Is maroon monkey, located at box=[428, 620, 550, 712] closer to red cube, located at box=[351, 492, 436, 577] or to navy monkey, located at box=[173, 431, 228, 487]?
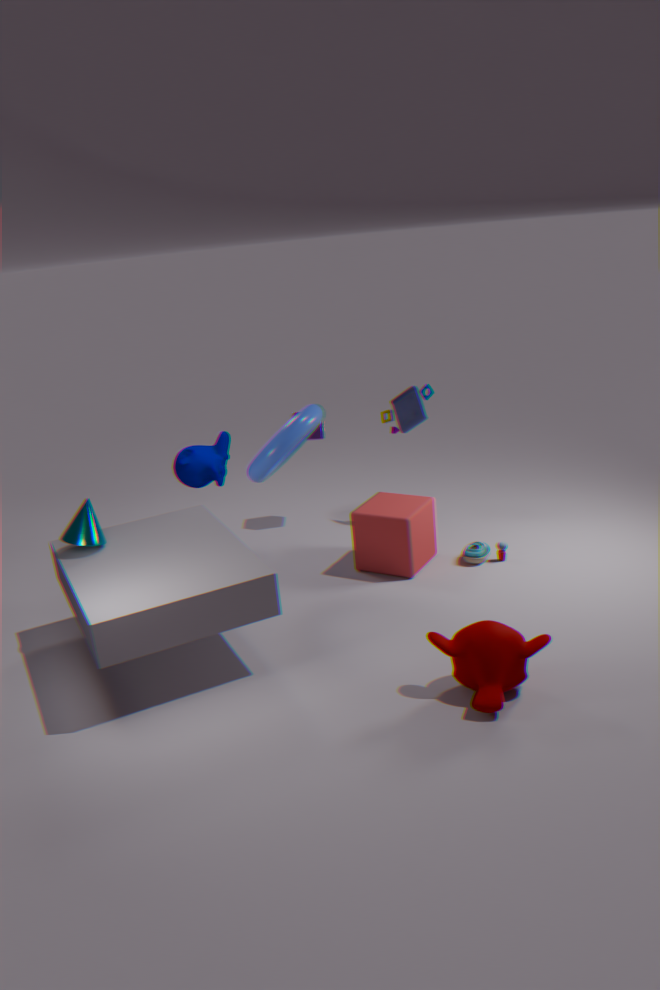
red cube, located at box=[351, 492, 436, 577]
